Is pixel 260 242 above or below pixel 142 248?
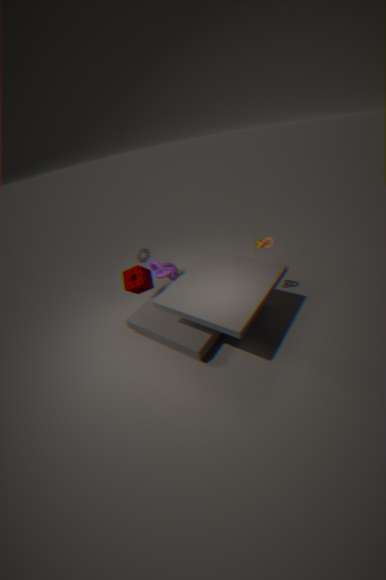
above
